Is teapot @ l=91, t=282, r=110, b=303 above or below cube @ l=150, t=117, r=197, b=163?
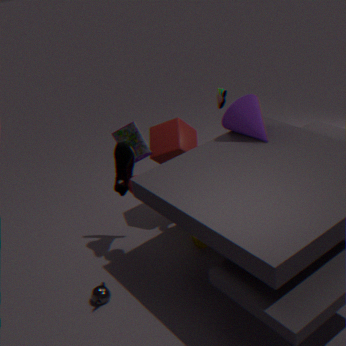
below
